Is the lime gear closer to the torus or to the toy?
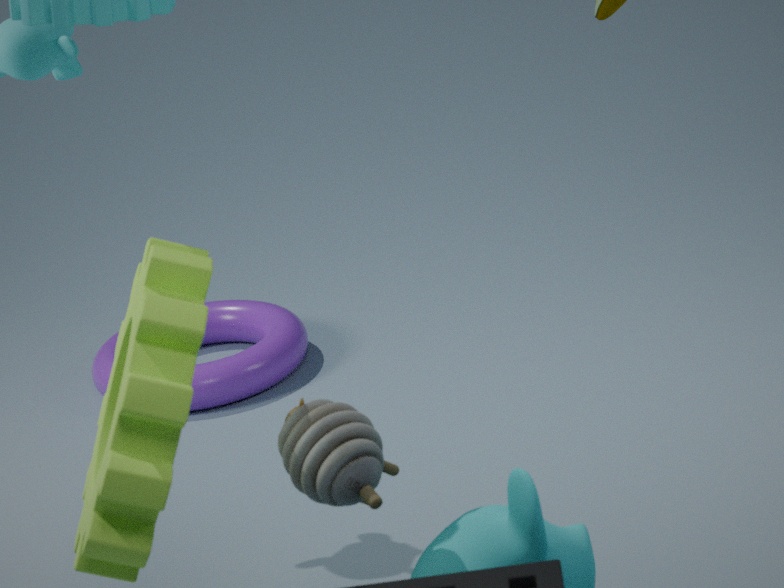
the toy
